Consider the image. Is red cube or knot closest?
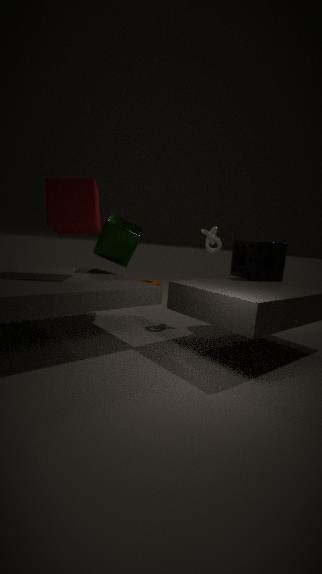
red cube
